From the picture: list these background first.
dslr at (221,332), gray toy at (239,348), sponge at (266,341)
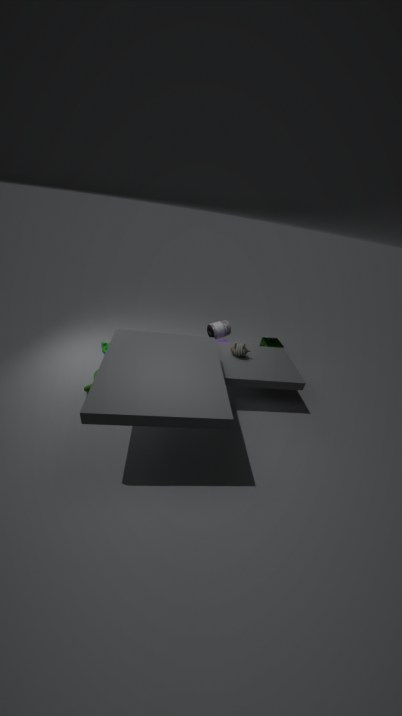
1. sponge at (266,341)
2. dslr at (221,332)
3. gray toy at (239,348)
